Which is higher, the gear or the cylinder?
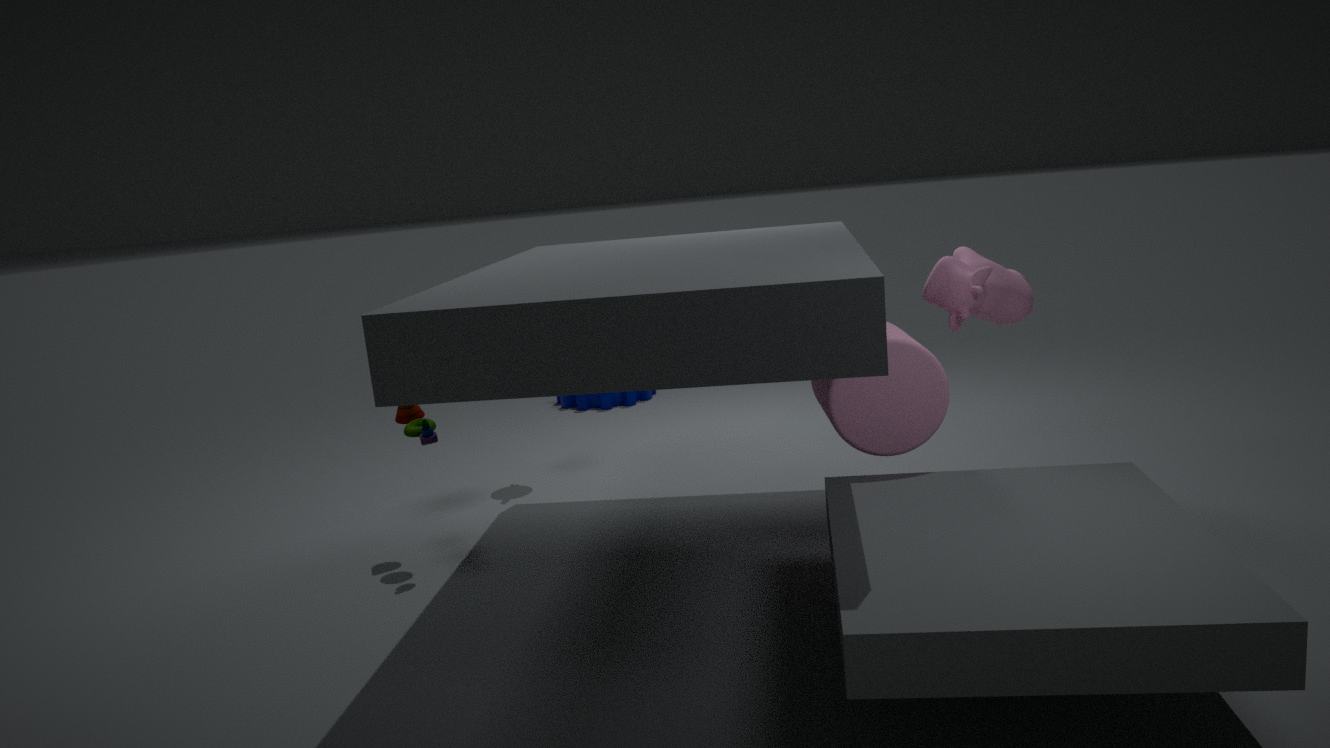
the cylinder
